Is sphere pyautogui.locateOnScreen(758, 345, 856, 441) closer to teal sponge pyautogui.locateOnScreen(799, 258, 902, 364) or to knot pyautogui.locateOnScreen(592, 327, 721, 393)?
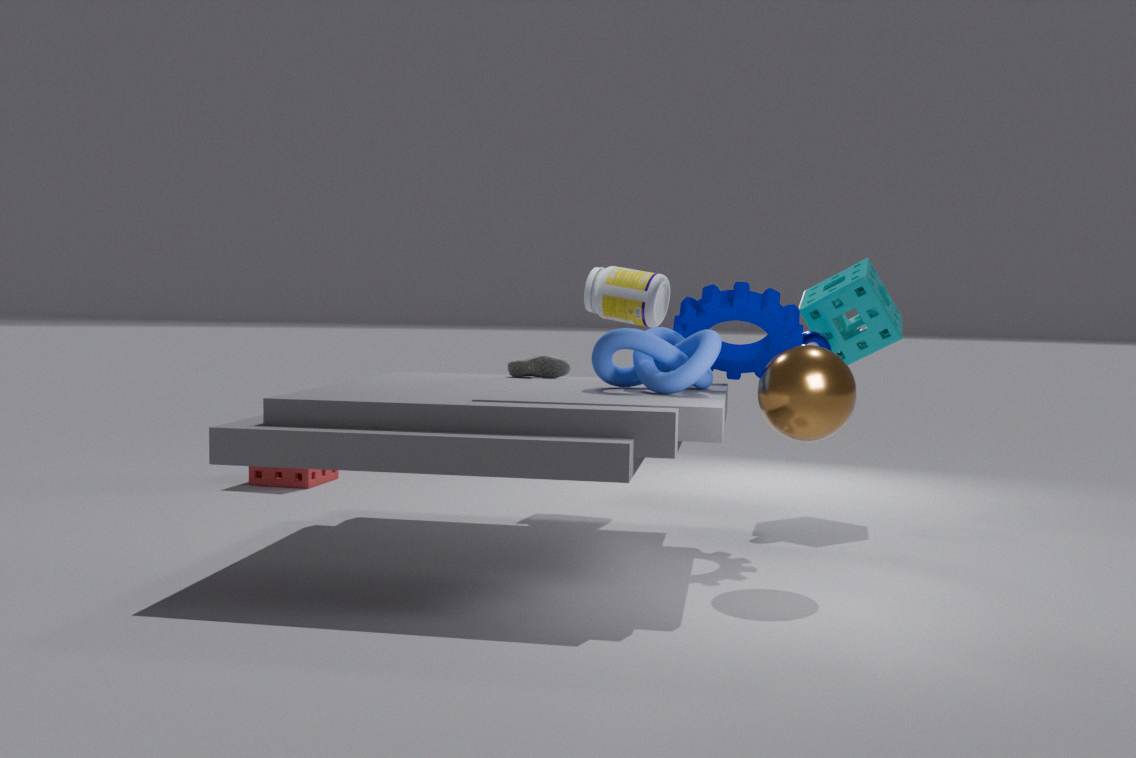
knot pyautogui.locateOnScreen(592, 327, 721, 393)
